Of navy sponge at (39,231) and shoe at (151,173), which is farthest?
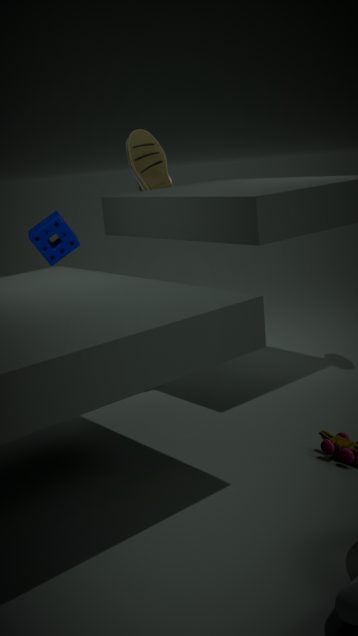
shoe at (151,173)
